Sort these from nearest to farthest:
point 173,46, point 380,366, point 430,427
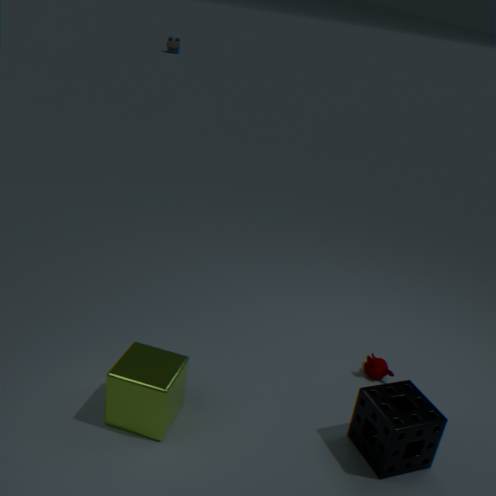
point 430,427, point 380,366, point 173,46
